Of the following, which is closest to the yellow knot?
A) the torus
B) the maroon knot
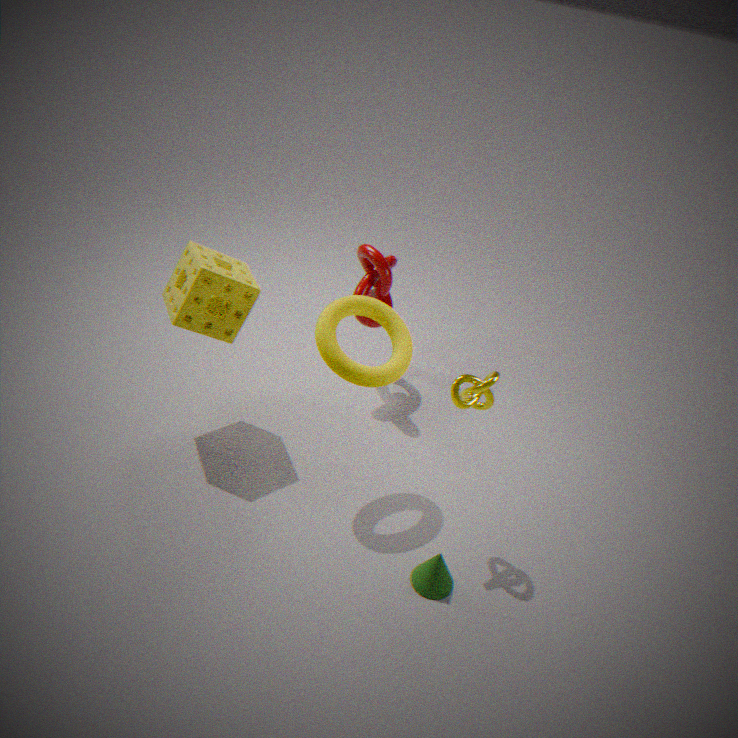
the torus
